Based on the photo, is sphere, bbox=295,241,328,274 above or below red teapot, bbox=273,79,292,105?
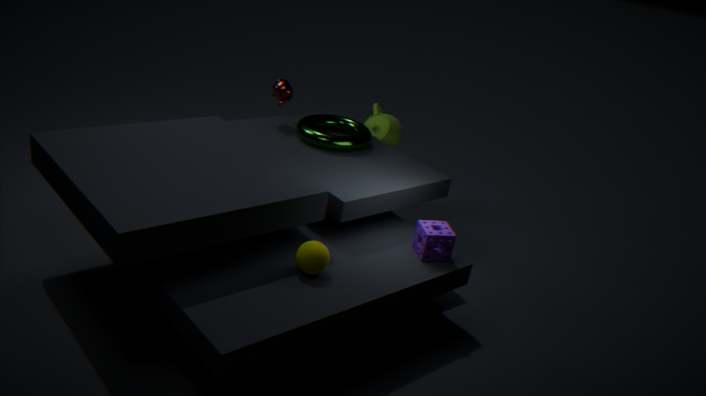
below
